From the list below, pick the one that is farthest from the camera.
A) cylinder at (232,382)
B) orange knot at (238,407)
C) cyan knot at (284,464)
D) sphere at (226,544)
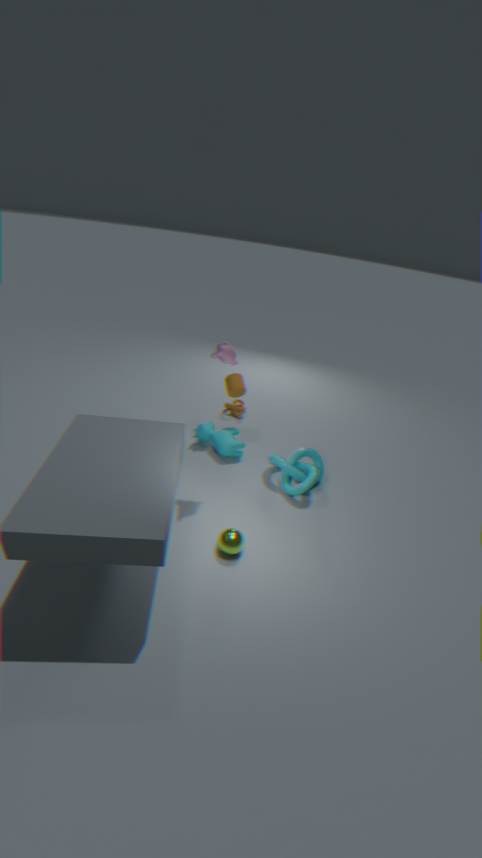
B. orange knot at (238,407)
